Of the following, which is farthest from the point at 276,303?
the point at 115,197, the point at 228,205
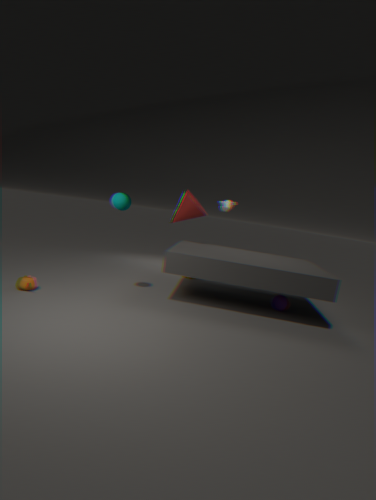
the point at 115,197
